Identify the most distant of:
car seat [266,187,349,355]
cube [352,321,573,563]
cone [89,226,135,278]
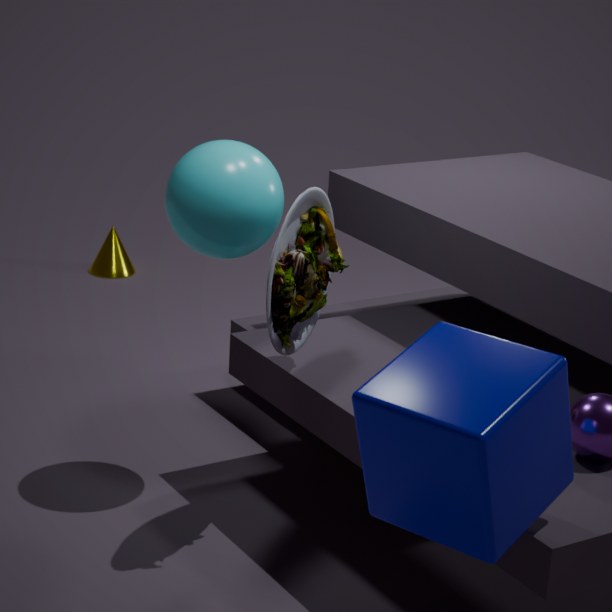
cone [89,226,135,278]
